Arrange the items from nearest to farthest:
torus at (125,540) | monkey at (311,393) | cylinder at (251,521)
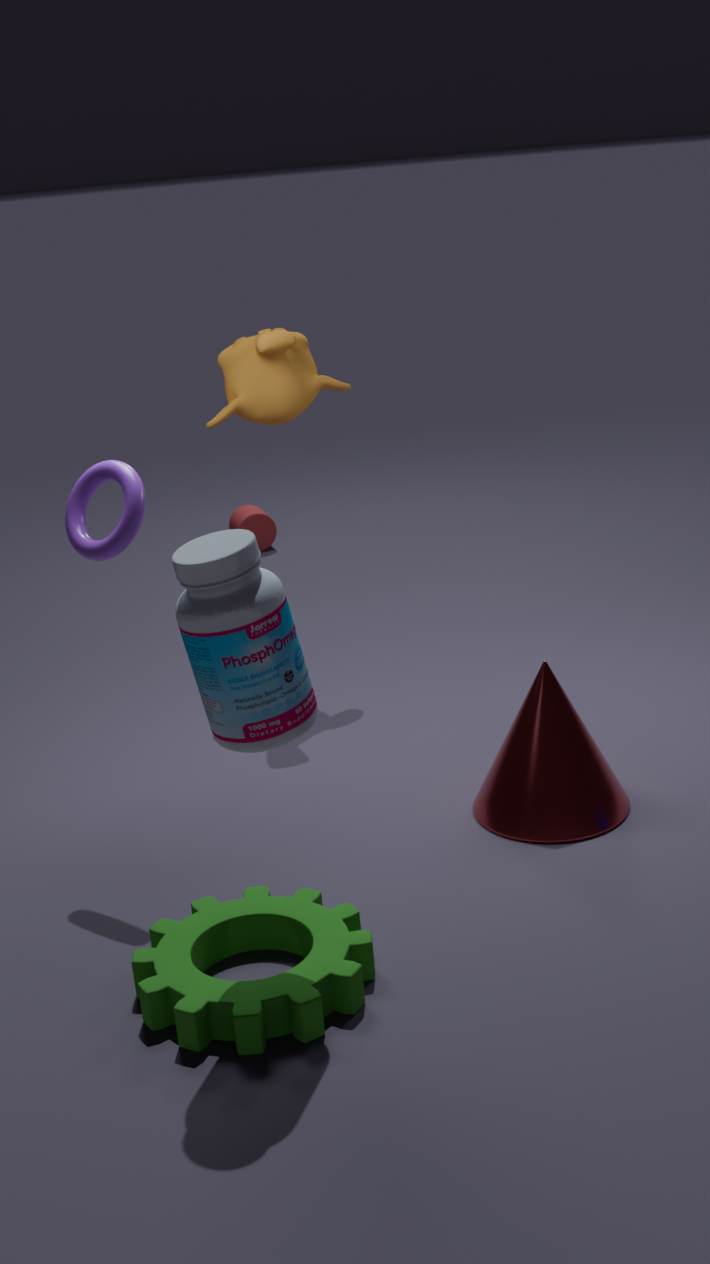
torus at (125,540)
monkey at (311,393)
cylinder at (251,521)
